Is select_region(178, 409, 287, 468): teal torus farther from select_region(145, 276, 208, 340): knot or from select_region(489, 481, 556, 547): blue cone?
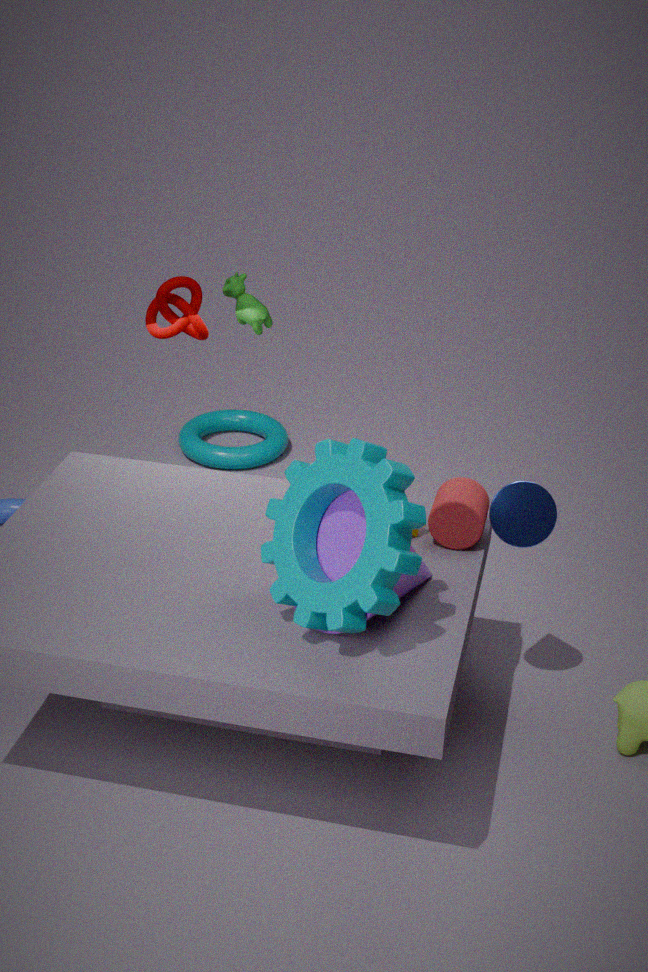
select_region(489, 481, 556, 547): blue cone
